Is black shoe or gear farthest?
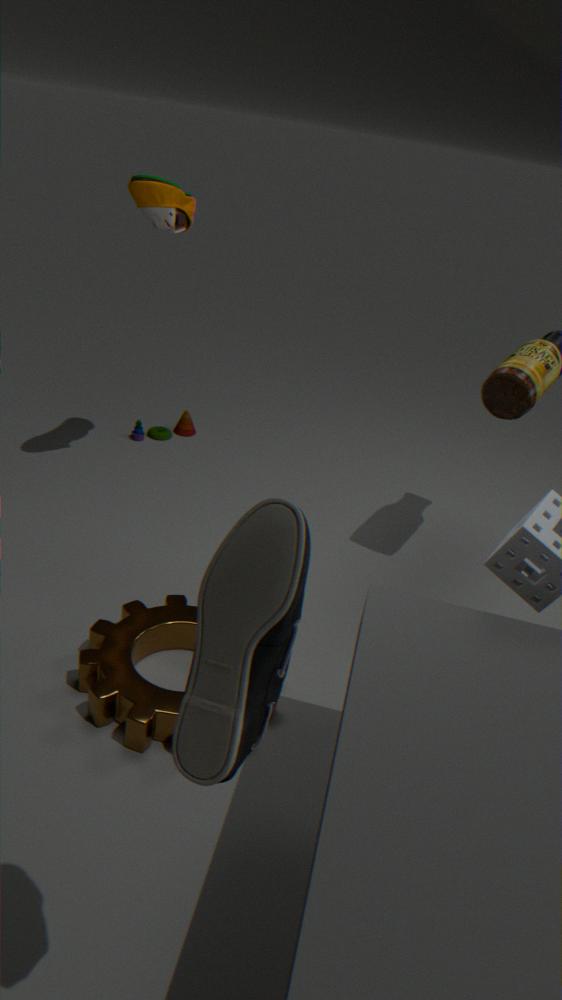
gear
